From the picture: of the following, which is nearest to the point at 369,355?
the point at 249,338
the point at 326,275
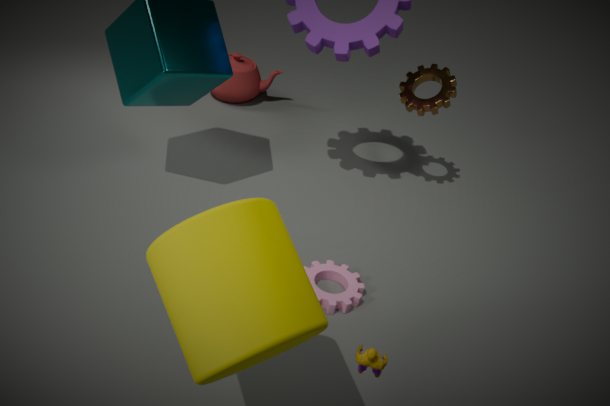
the point at 249,338
